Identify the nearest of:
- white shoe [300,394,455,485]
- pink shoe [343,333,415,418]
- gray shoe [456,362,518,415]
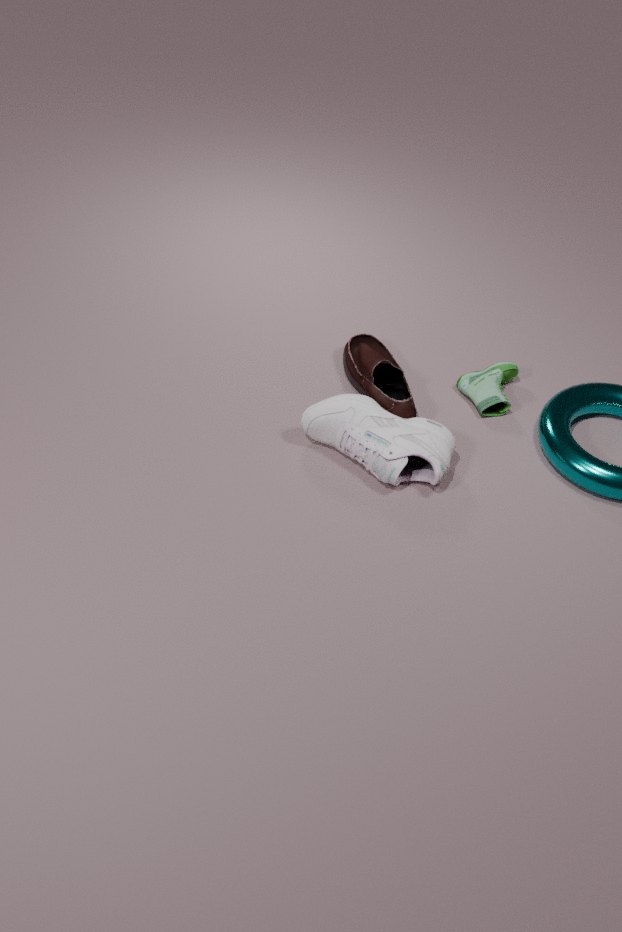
white shoe [300,394,455,485]
